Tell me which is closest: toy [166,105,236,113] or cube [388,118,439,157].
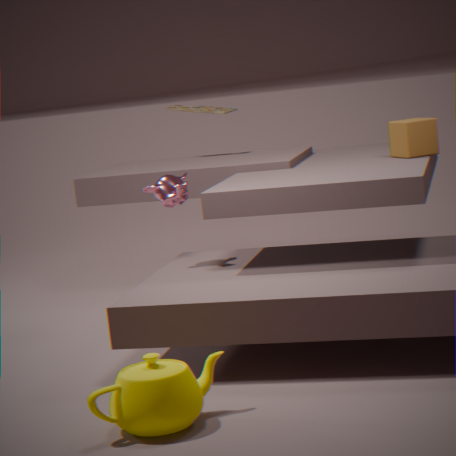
cube [388,118,439,157]
